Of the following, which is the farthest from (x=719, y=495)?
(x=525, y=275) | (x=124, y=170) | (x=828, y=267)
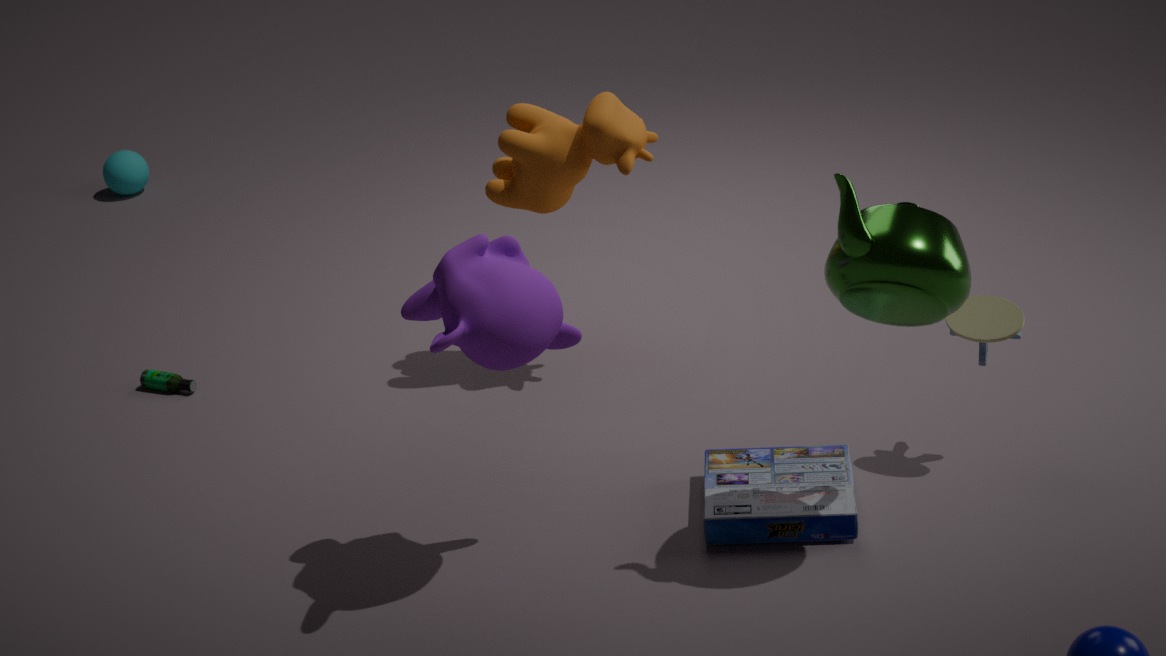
(x=124, y=170)
